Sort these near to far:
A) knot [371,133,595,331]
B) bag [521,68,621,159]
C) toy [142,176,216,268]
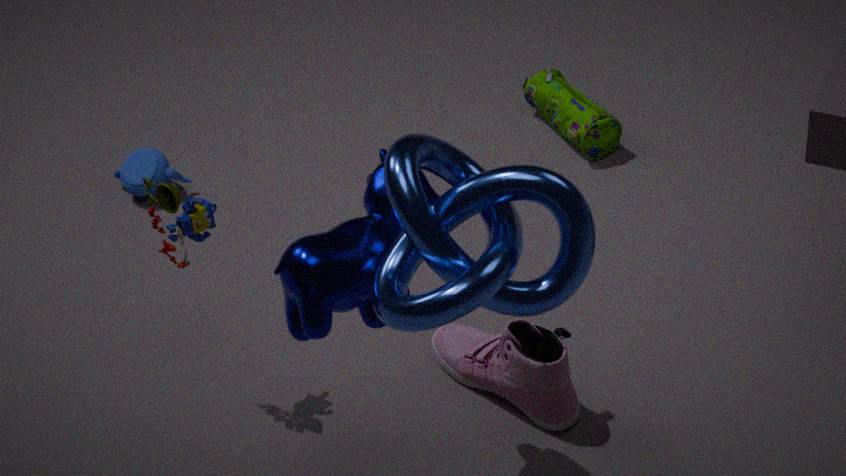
knot [371,133,595,331] → toy [142,176,216,268] → bag [521,68,621,159]
